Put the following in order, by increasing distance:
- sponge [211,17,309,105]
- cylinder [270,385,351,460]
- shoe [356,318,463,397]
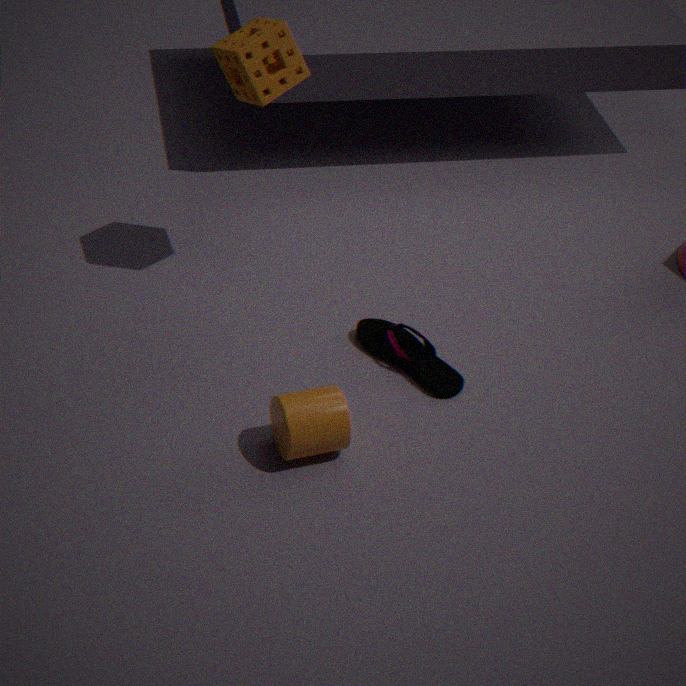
cylinder [270,385,351,460] → sponge [211,17,309,105] → shoe [356,318,463,397]
